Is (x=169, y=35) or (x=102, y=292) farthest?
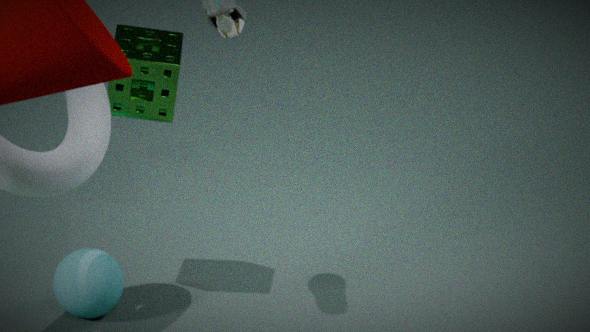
(x=169, y=35)
